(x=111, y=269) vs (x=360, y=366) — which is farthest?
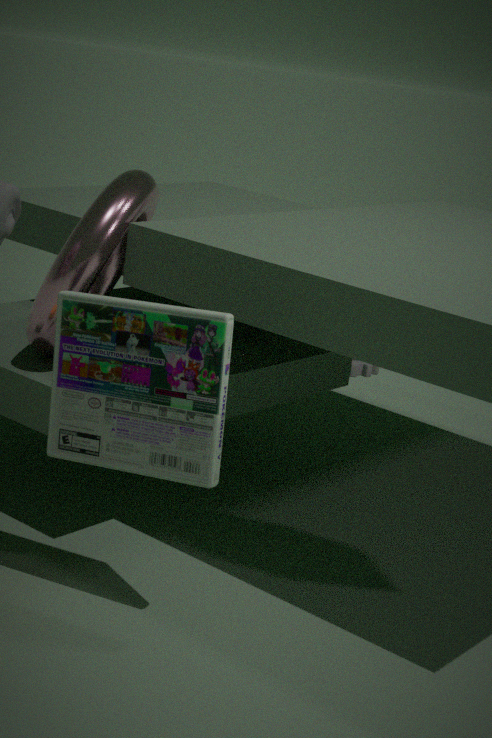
(x=360, y=366)
